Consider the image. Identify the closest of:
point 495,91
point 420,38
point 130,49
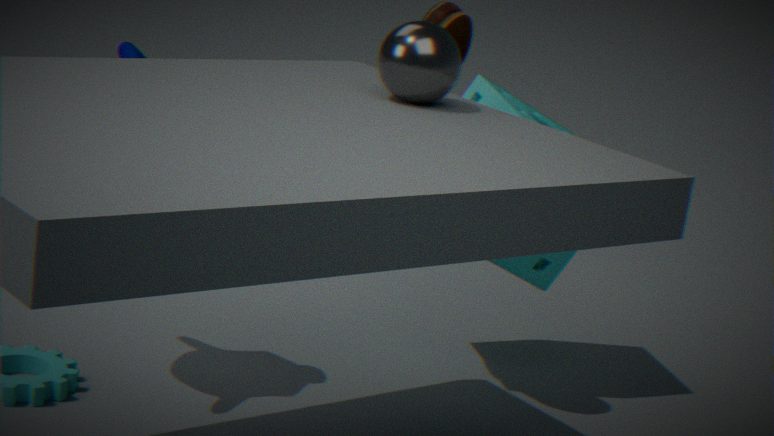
point 420,38
